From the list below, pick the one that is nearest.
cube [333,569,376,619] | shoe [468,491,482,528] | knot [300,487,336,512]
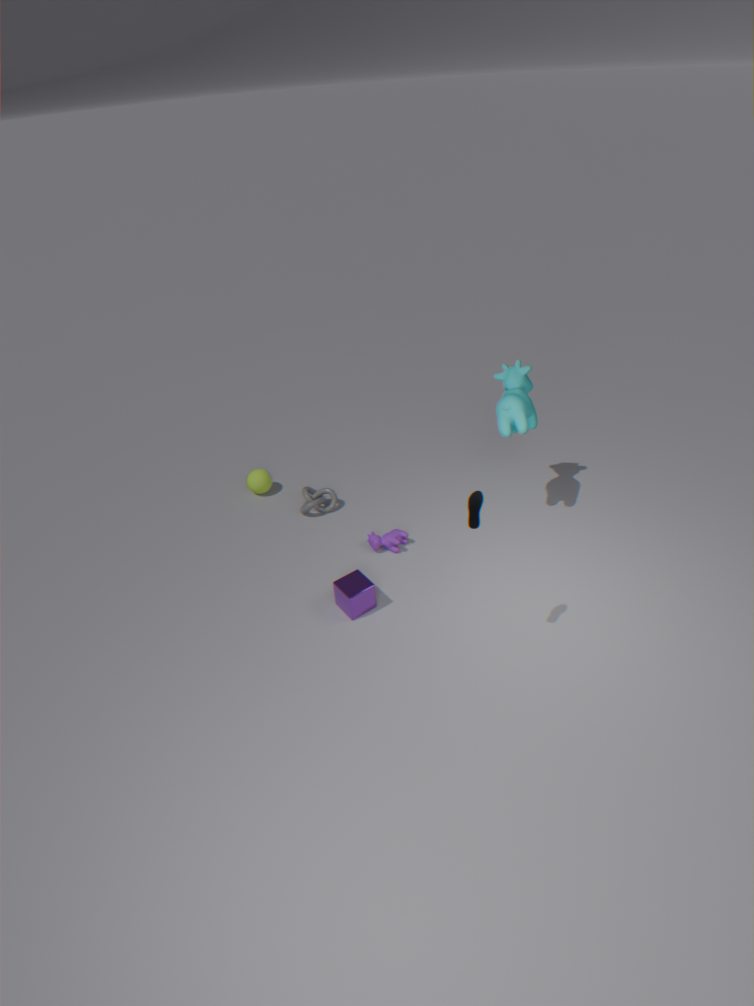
shoe [468,491,482,528]
